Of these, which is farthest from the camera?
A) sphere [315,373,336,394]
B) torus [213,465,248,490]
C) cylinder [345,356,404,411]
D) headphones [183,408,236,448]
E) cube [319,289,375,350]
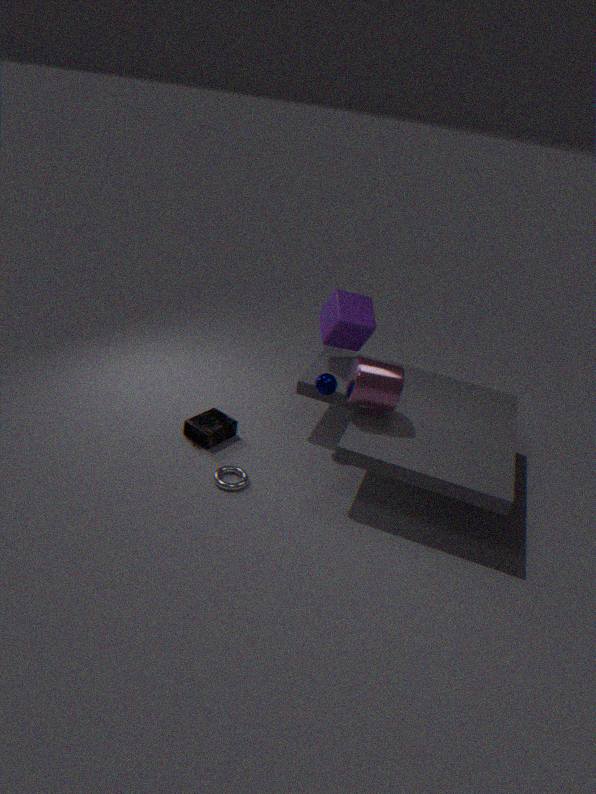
cube [319,289,375,350]
